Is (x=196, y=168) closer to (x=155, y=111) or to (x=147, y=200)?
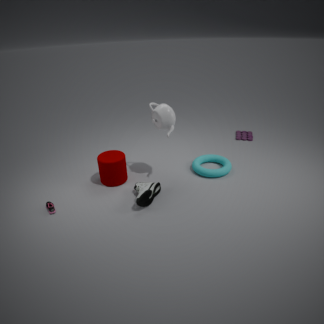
(x=155, y=111)
